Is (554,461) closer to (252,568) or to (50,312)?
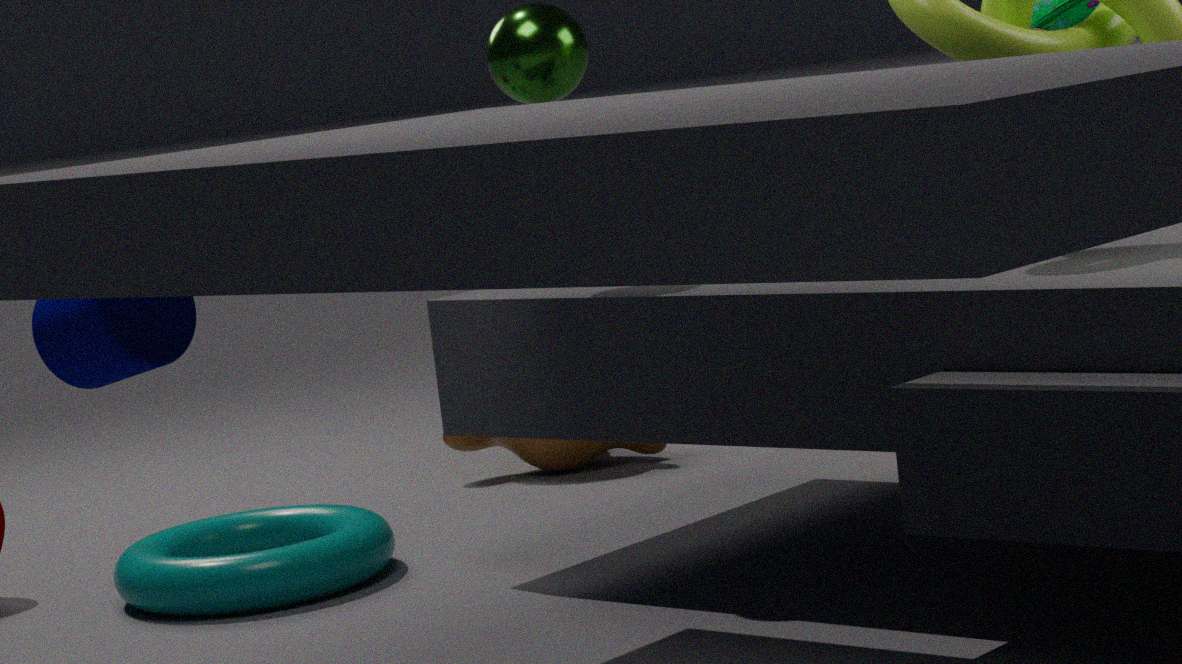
(252,568)
